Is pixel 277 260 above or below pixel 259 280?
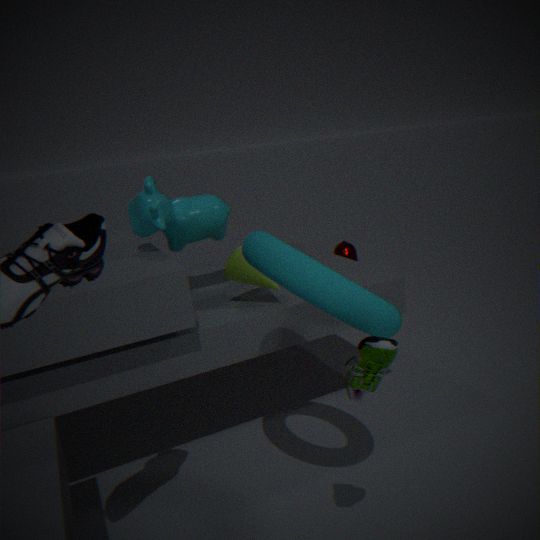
above
